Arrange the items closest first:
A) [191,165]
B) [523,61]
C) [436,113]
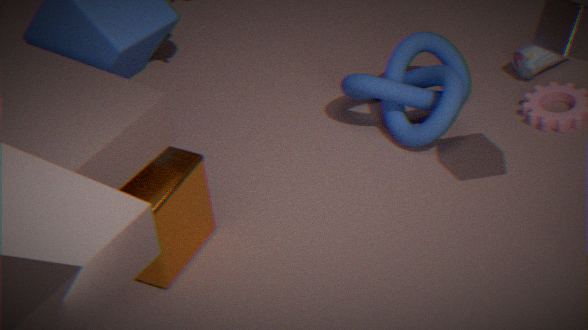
[191,165], [436,113], [523,61]
